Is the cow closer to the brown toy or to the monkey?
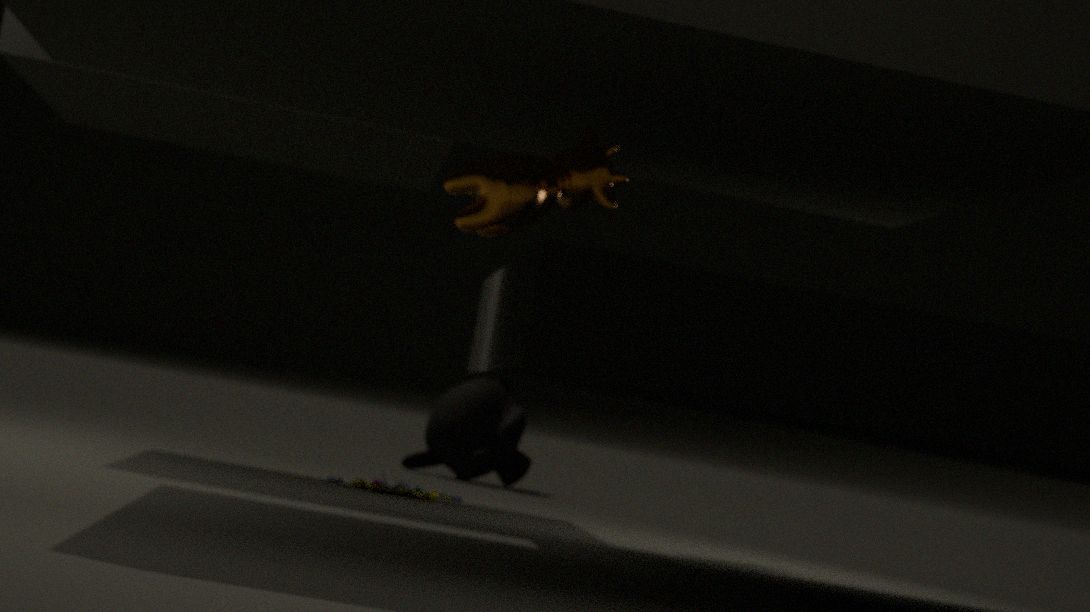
the brown toy
